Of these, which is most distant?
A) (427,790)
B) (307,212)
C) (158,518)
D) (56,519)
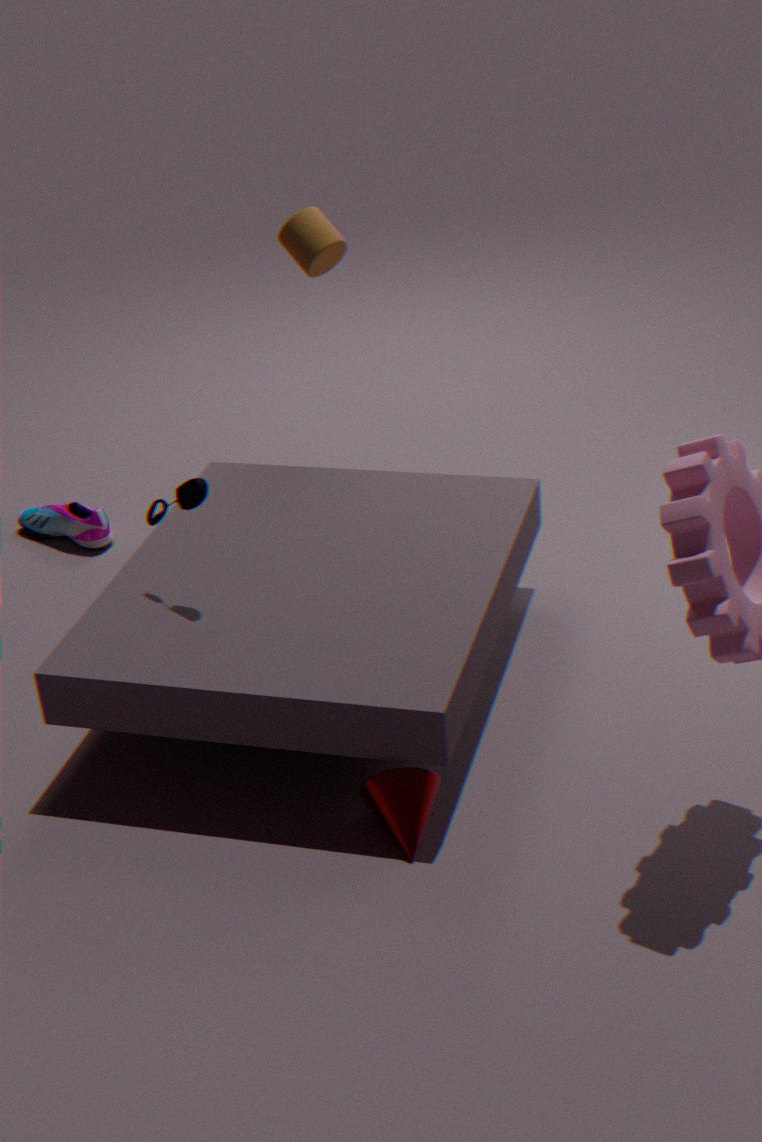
(56,519)
